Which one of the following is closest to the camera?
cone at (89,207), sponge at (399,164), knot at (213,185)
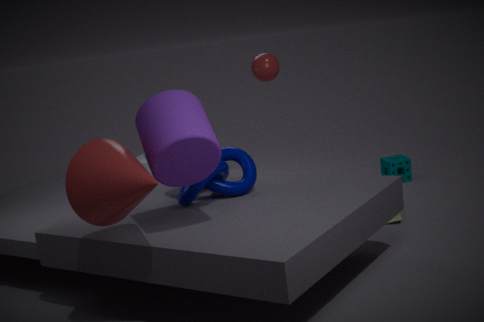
cone at (89,207)
